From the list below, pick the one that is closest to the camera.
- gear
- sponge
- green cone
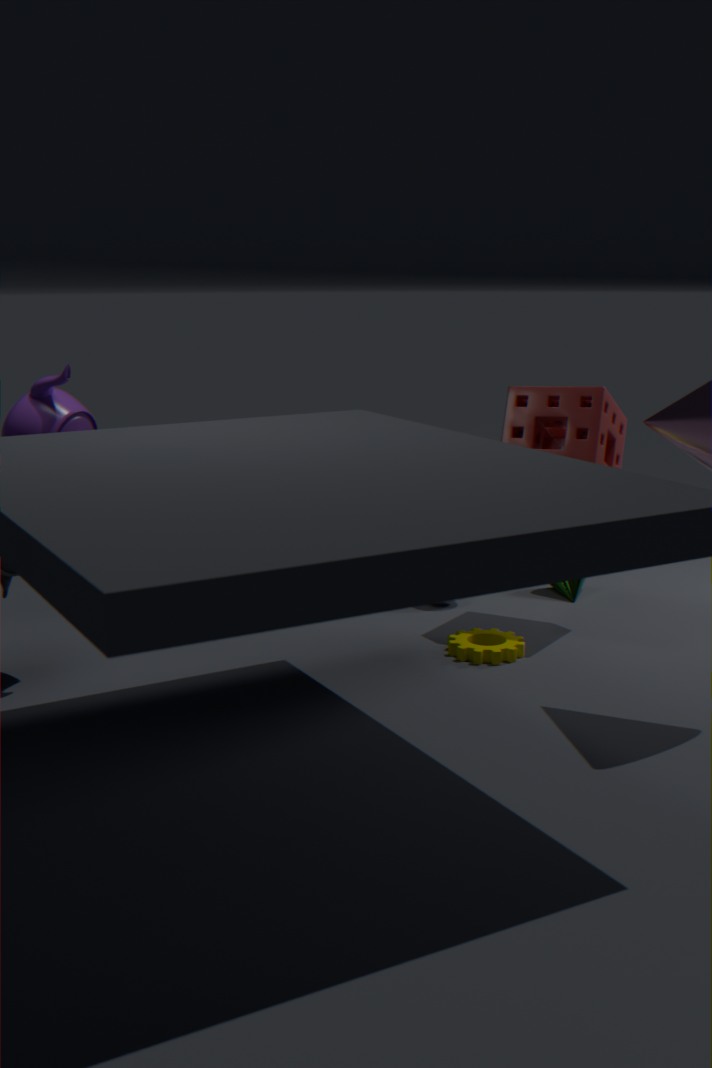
gear
